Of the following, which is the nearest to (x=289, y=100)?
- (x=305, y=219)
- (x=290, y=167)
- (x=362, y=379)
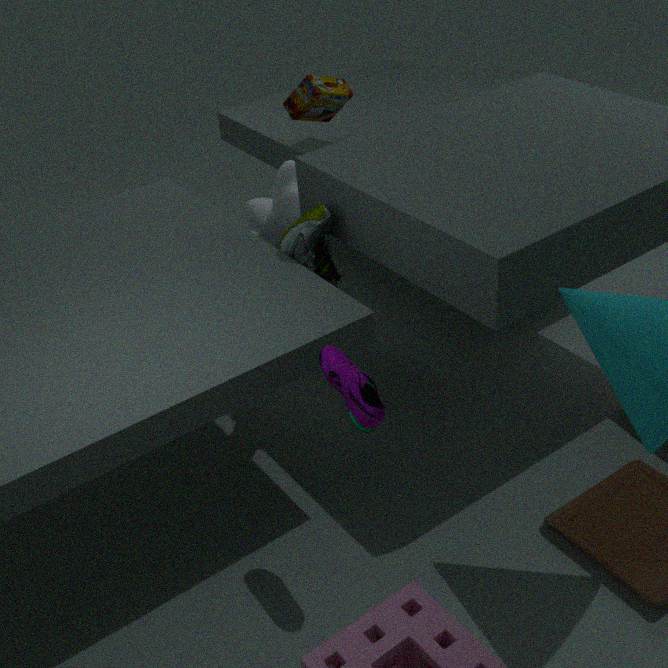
(x=290, y=167)
